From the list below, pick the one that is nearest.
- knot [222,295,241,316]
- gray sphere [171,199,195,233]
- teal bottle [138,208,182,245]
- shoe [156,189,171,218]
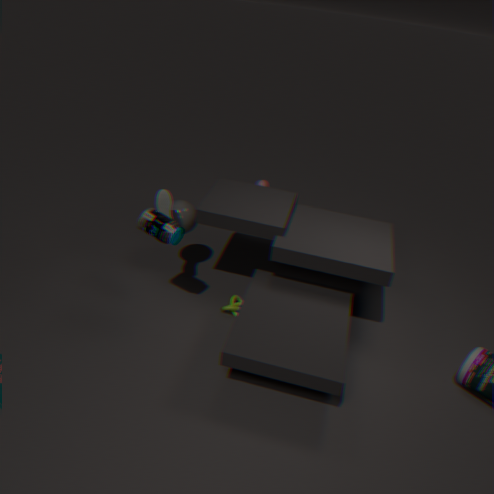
teal bottle [138,208,182,245]
